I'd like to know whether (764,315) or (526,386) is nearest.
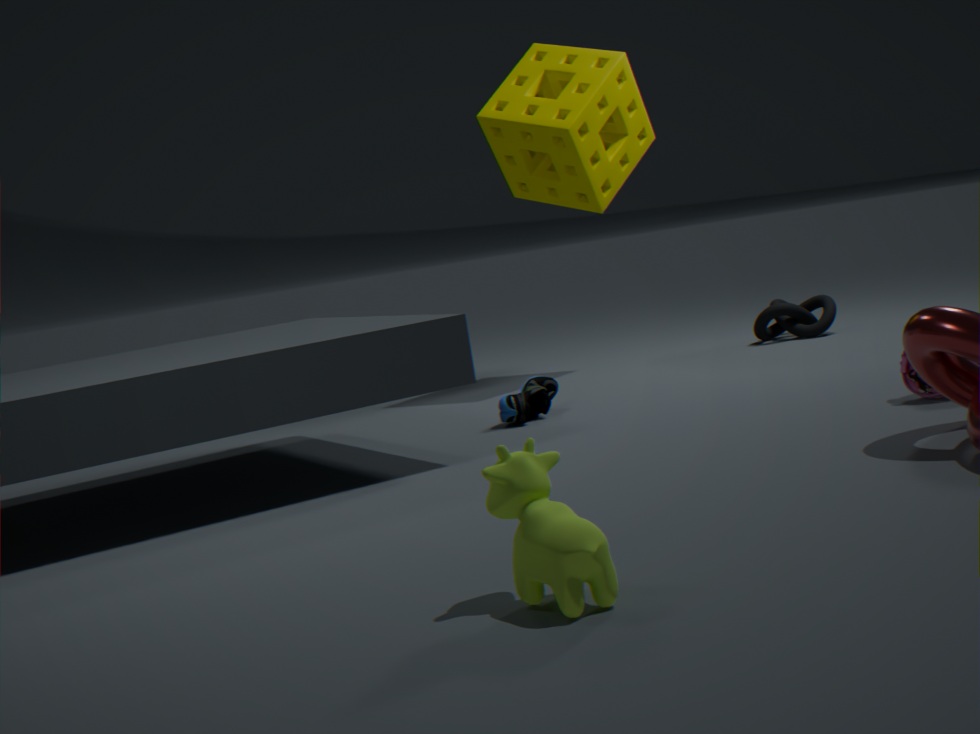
Result: (526,386)
